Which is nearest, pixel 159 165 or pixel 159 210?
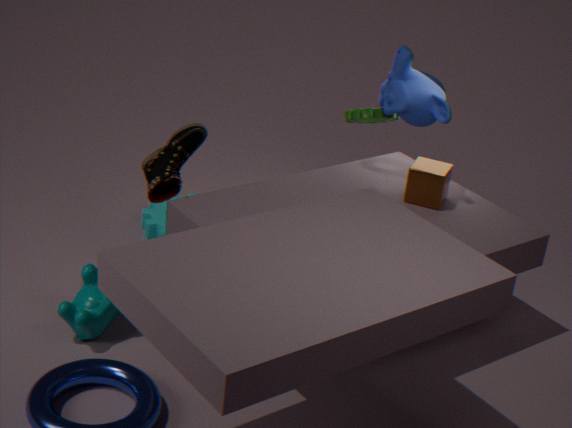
pixel 159 165
